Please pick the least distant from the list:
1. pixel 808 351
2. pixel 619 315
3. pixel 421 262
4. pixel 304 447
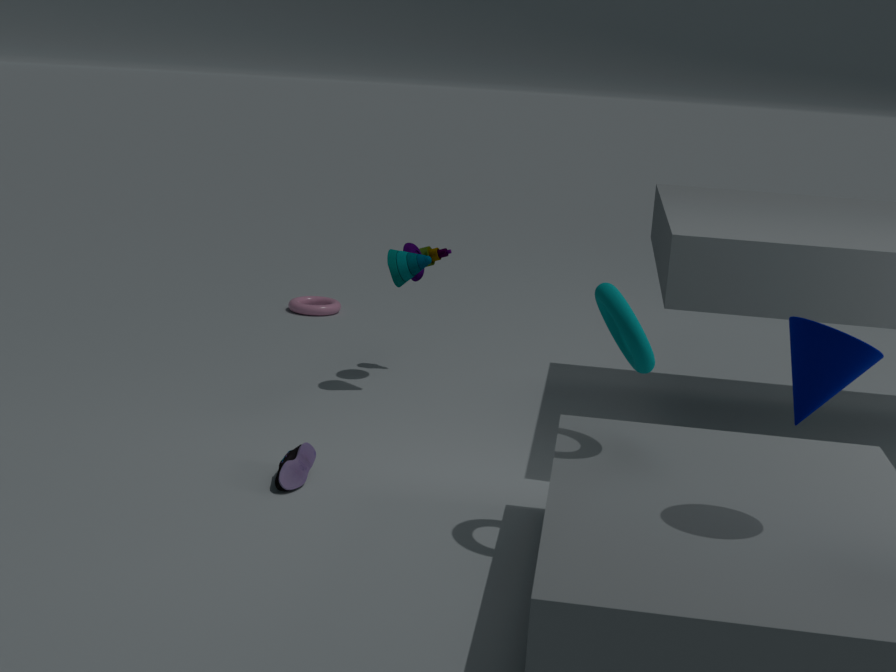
pixel 808 351
